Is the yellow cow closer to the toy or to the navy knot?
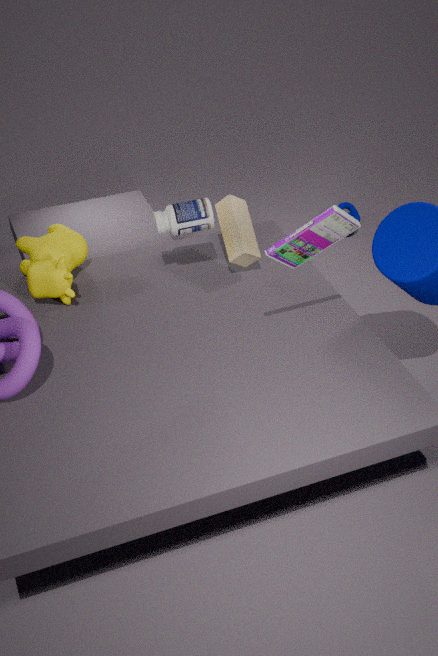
the toy
